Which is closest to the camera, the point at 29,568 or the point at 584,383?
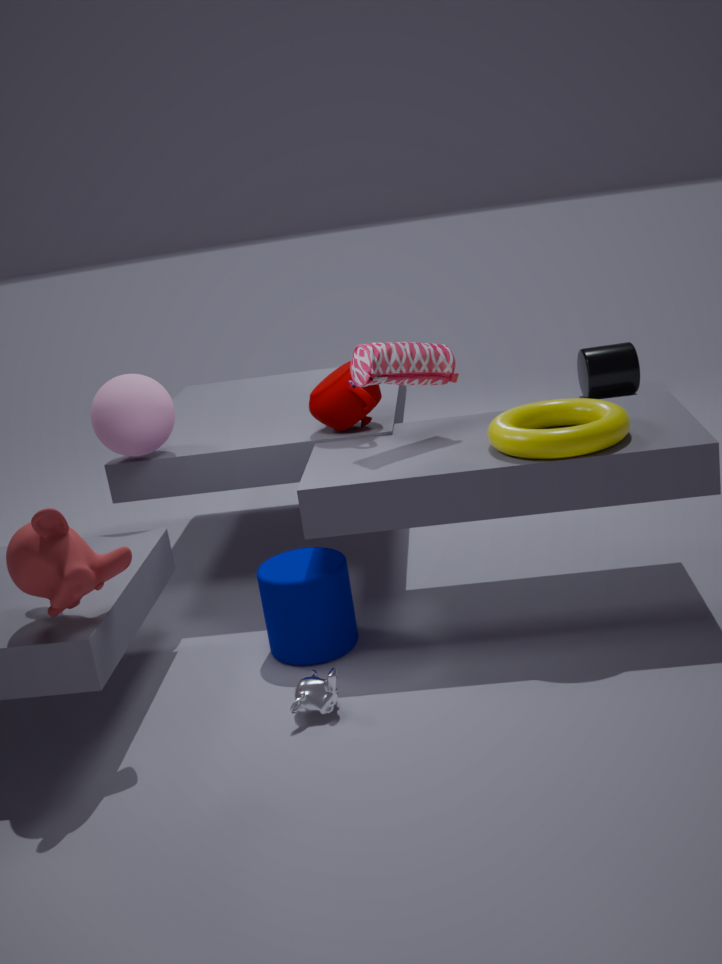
the point at 29,568
